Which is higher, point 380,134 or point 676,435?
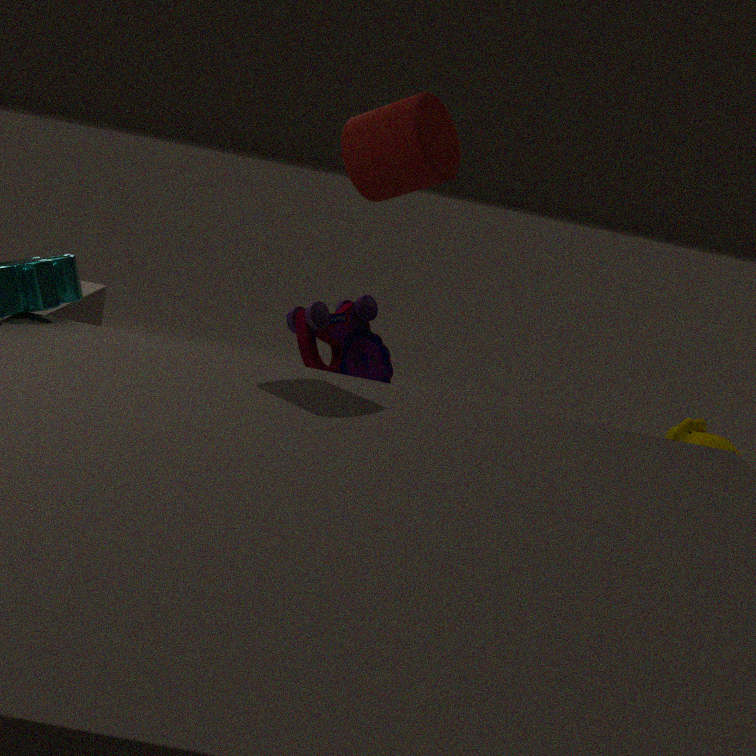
point 380,134
